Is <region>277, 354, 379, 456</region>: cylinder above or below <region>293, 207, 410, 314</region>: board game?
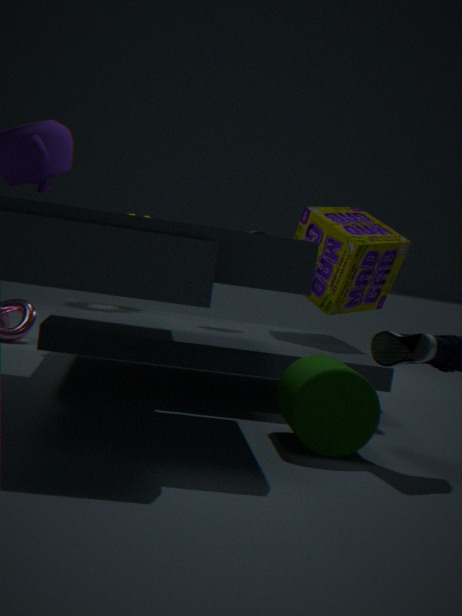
below
